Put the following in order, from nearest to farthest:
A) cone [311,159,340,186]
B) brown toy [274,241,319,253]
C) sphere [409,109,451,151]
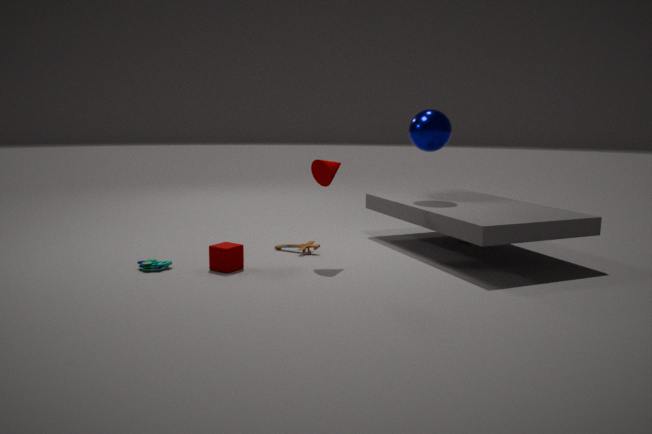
cone [311,159,340,186], brown toy [274,241,319,253], sphere [409,109,451,151]
